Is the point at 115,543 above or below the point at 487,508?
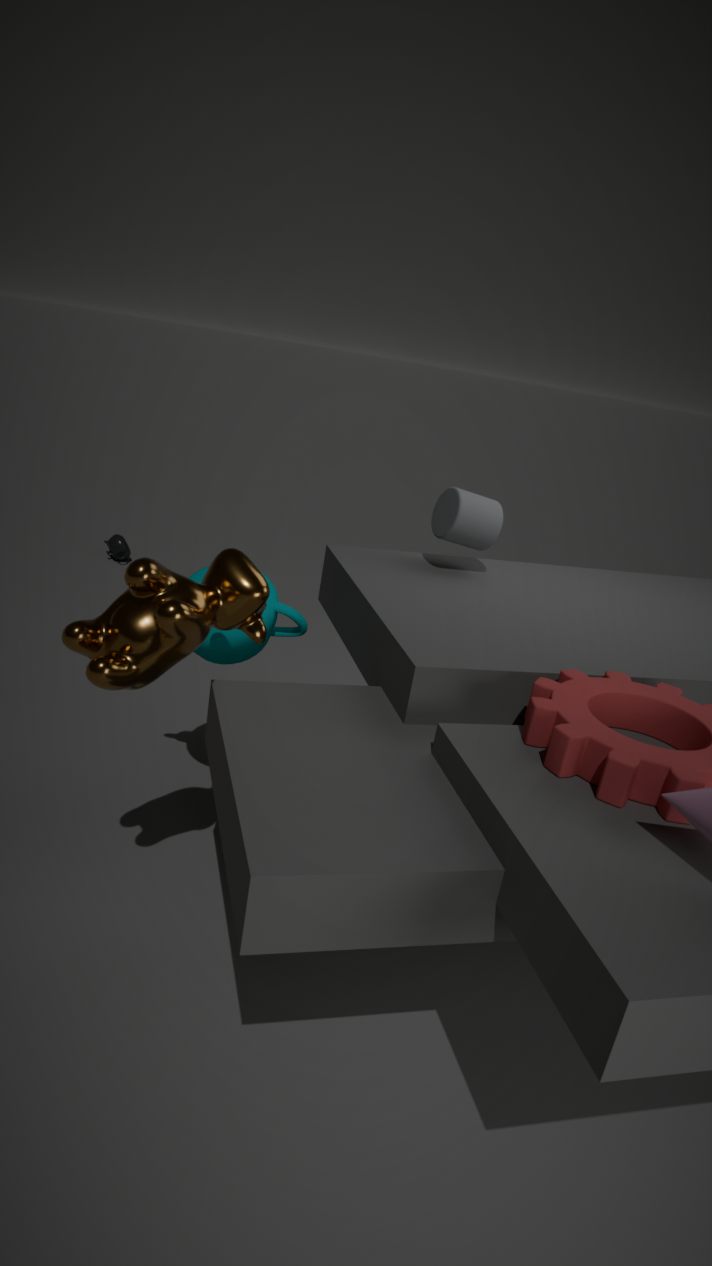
below
